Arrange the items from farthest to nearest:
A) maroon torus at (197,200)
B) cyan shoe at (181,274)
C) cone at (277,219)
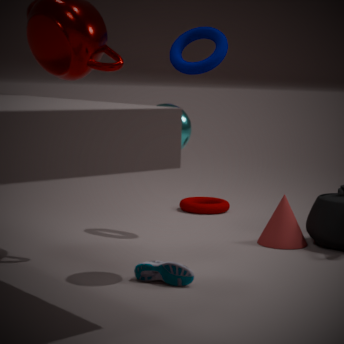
maroon torus at (197,200) < cone at (277,219) < cyan shoe at (181,274)
